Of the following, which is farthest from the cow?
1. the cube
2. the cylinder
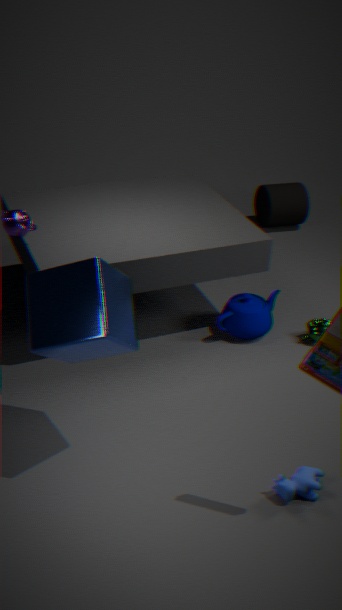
the cylinder
